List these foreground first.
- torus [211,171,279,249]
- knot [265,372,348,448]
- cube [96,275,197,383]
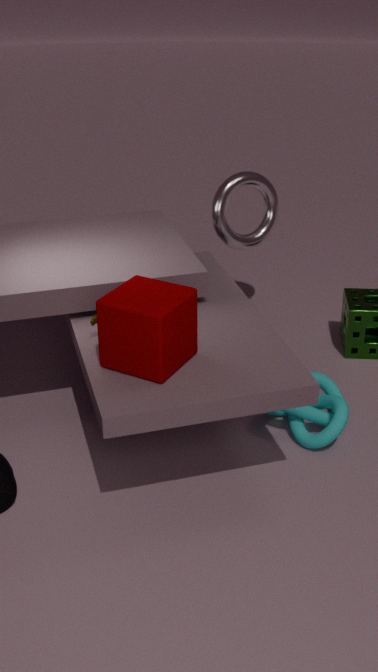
1. cube [96,275,197,383]
2. knot [265,372,348,448]
3. torus [211,171,279,249]
